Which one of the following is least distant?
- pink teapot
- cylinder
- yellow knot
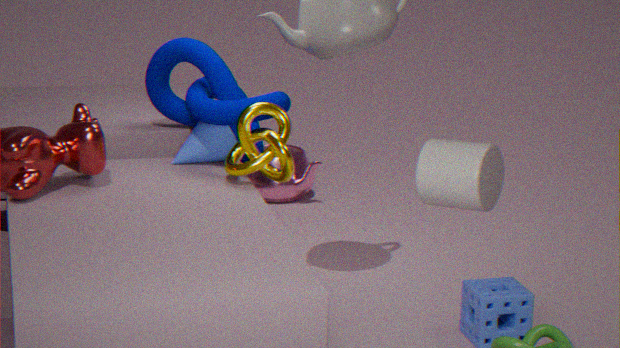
cylinder
